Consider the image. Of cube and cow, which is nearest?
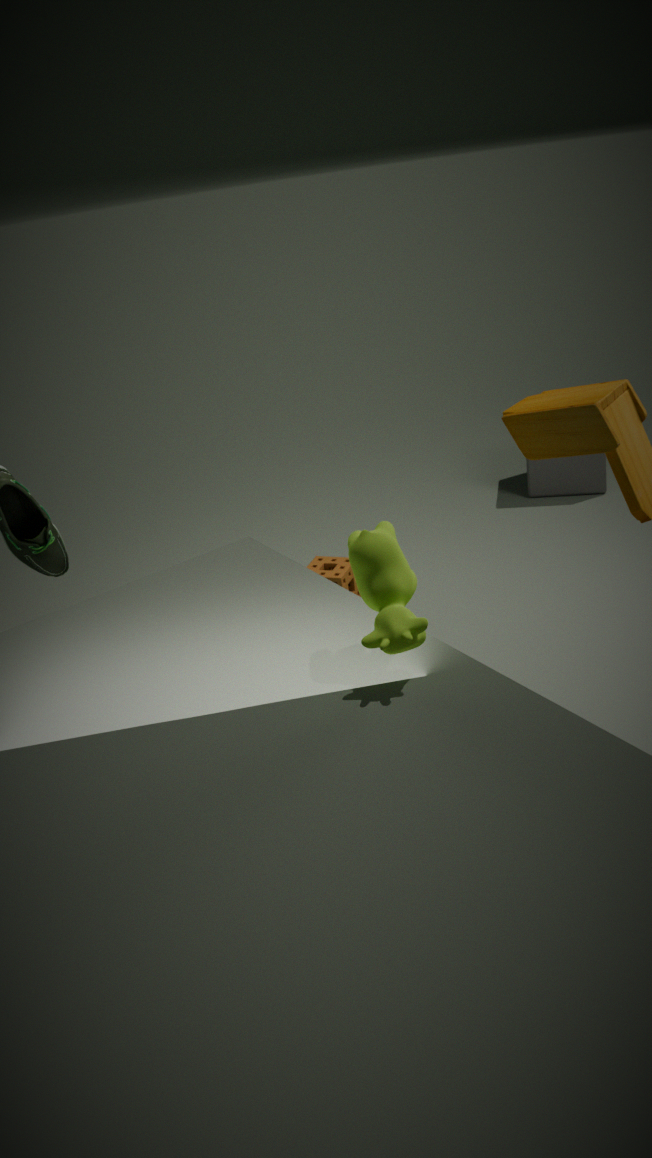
cow
